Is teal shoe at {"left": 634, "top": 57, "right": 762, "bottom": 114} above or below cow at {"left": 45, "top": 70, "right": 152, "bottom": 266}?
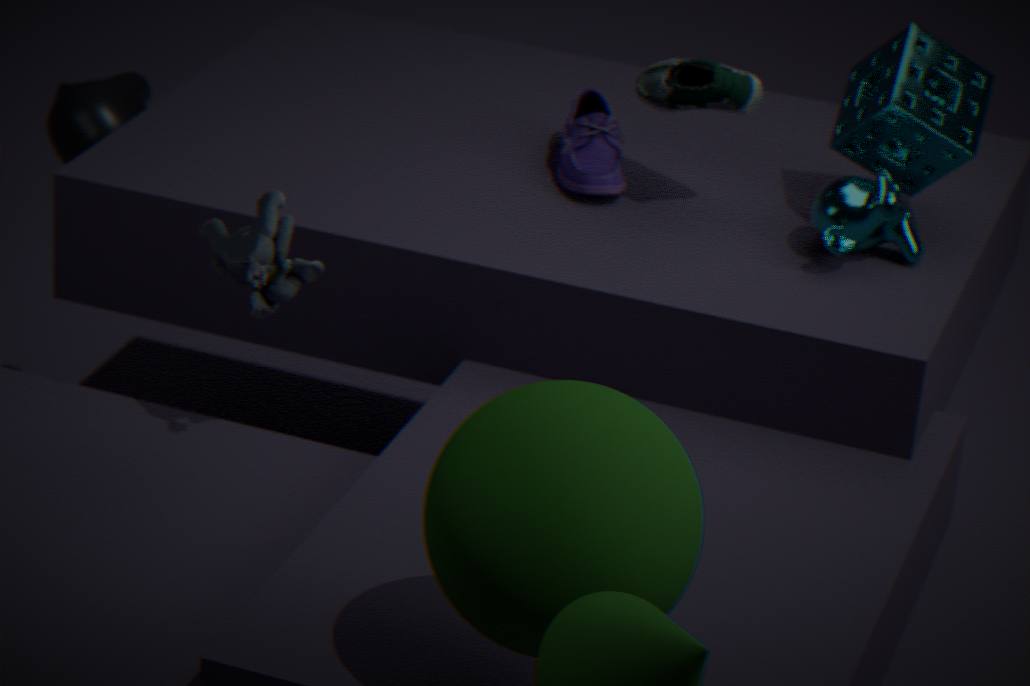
above
